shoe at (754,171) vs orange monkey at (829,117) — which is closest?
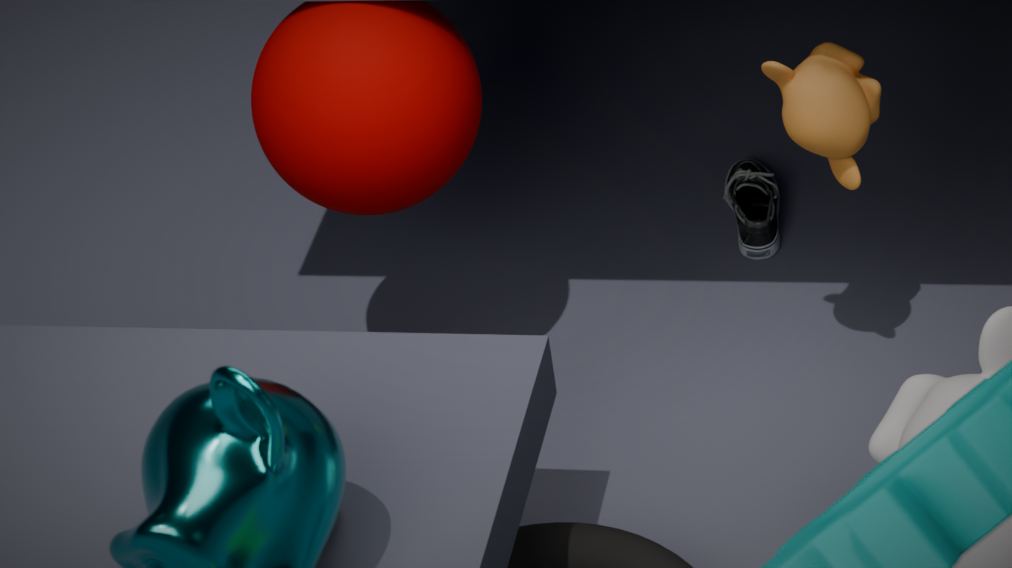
orange monkey at (829,117)
